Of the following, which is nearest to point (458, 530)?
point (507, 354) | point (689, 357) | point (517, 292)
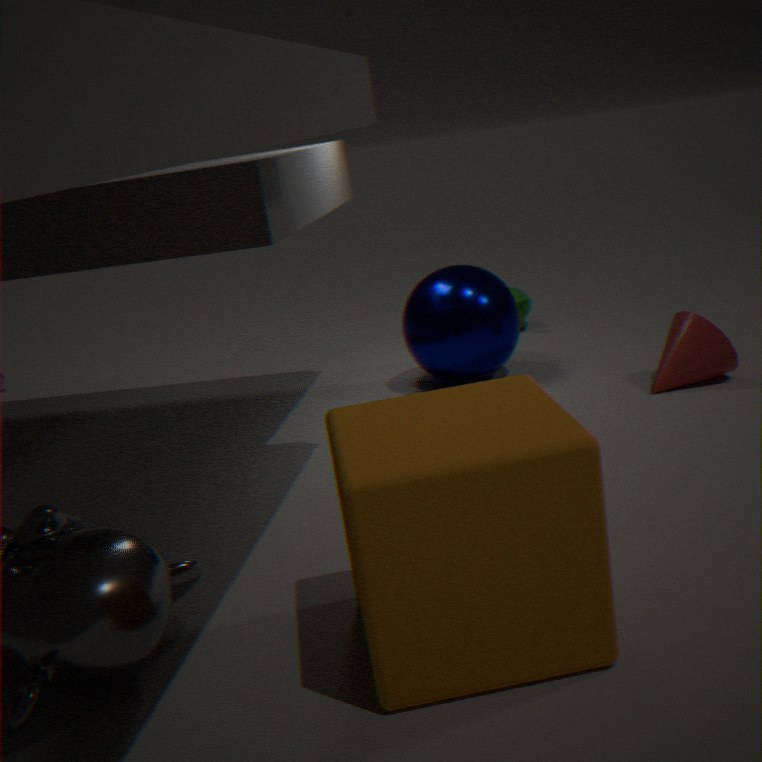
point (689, 357)
